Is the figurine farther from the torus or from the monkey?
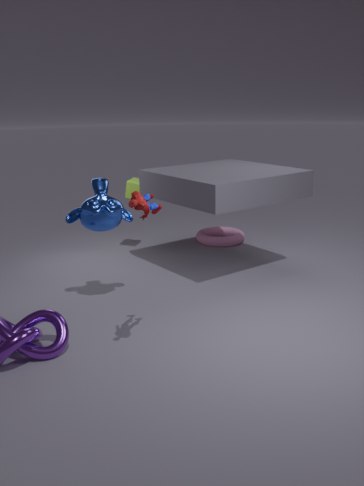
the torus
